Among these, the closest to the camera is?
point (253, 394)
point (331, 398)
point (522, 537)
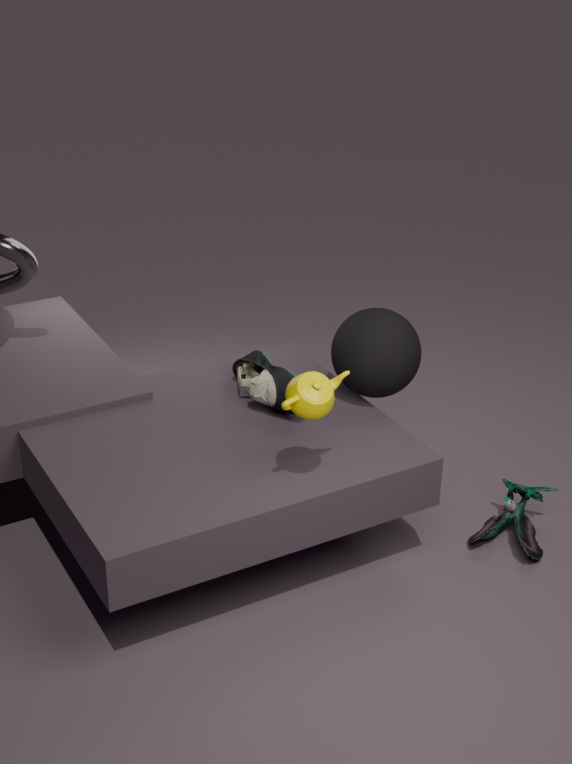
point (331, 398)
